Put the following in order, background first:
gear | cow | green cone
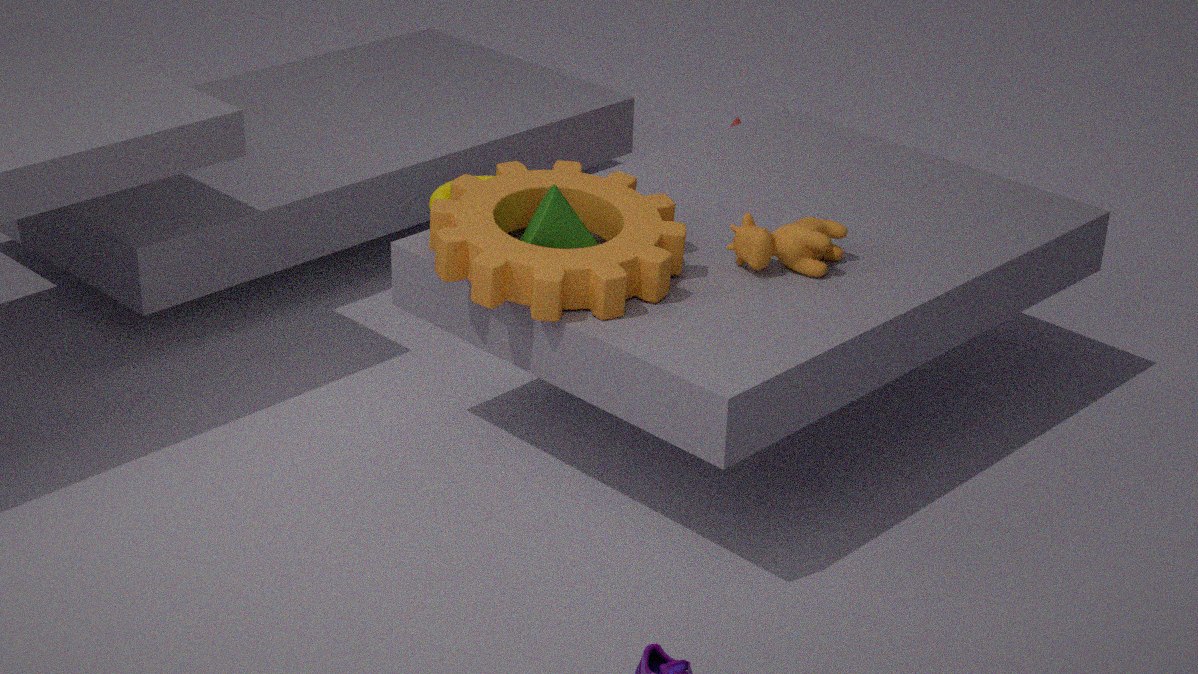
cow, green cone, gear
